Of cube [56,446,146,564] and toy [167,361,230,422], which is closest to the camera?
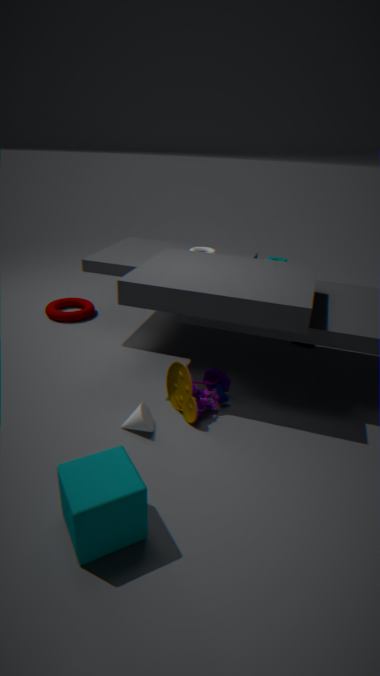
cube [56,446,146,564]
